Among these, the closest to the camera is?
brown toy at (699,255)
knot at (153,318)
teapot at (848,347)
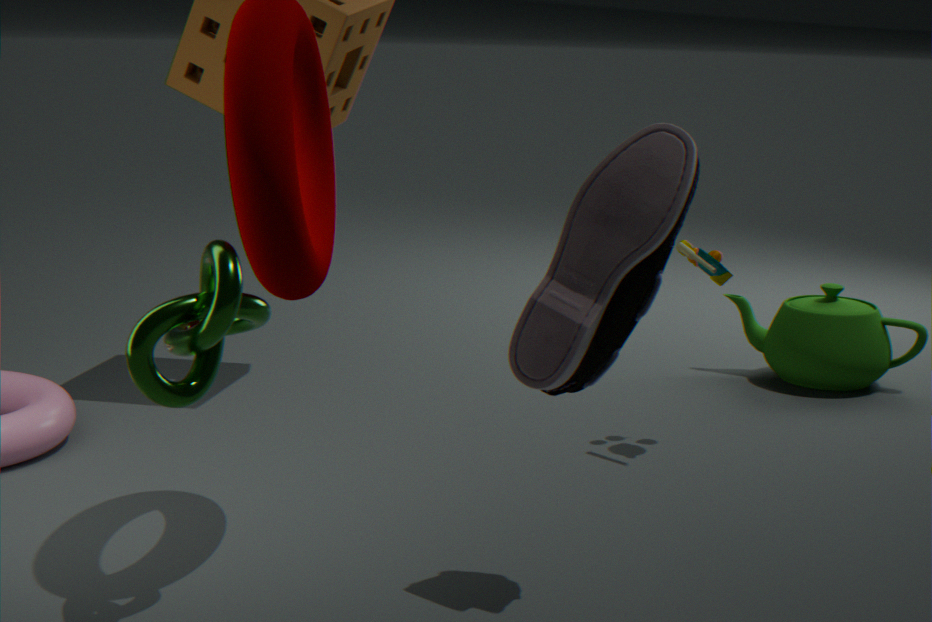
knot at (153,318)
